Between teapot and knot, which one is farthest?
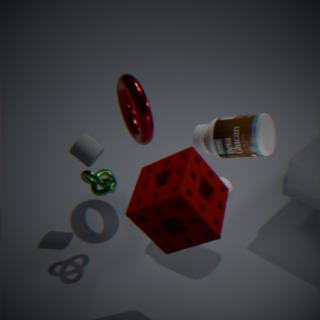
teapot
